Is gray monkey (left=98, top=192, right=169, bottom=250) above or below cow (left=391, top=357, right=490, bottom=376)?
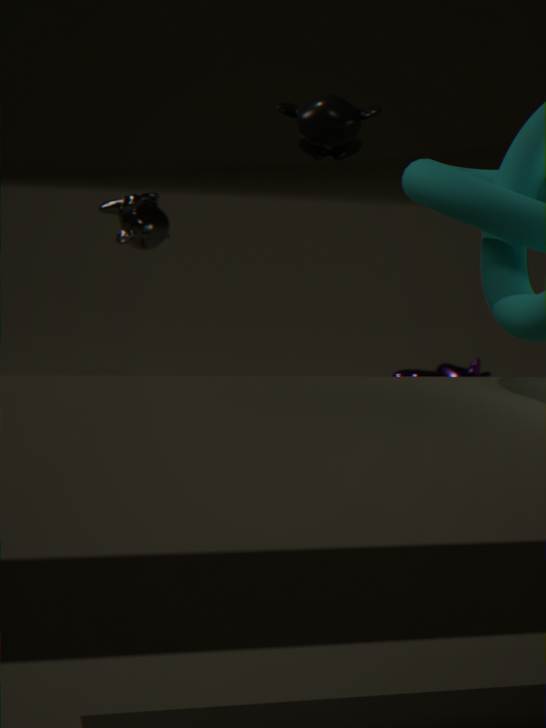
above
